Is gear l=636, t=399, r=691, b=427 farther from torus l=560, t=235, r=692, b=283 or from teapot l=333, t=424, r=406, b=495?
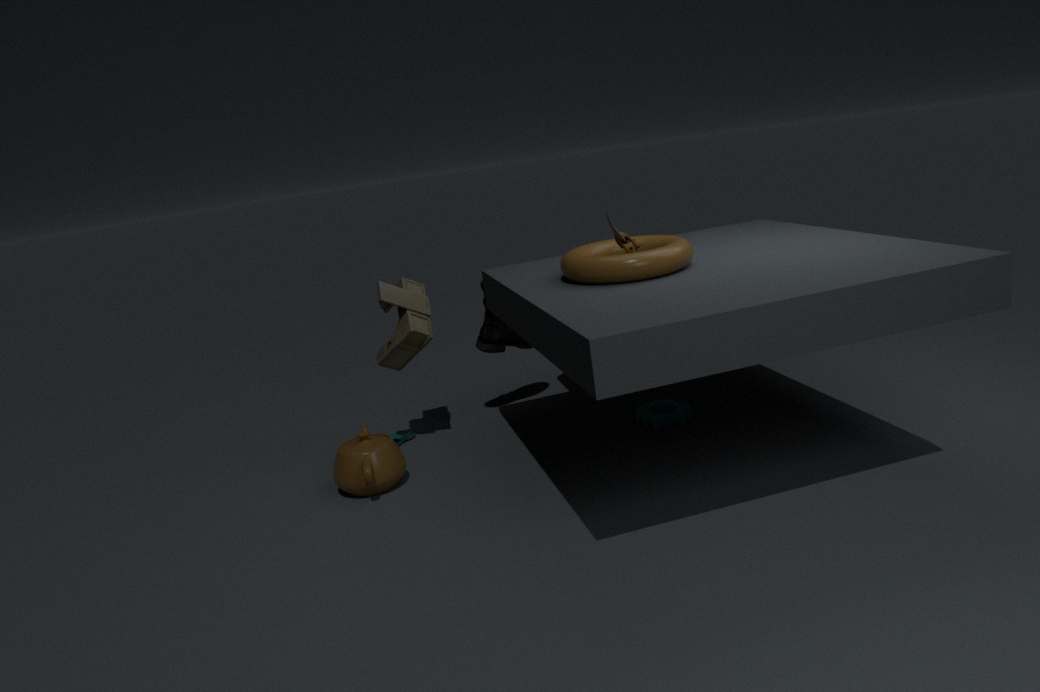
teapot l=333, t=424, r=406, b=495
